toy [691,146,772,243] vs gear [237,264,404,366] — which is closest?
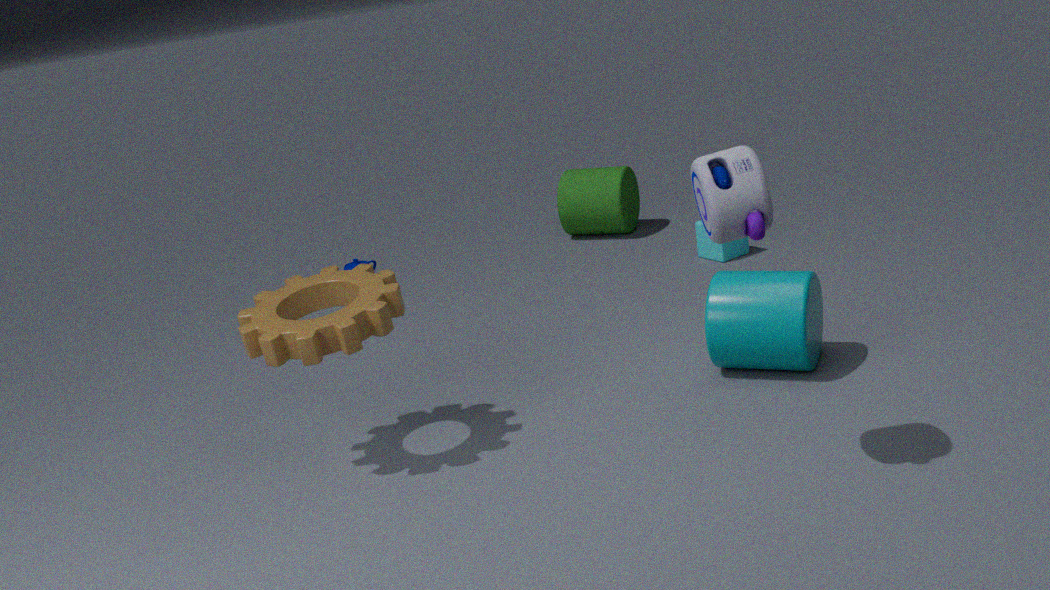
toy [691,146,772,243]
